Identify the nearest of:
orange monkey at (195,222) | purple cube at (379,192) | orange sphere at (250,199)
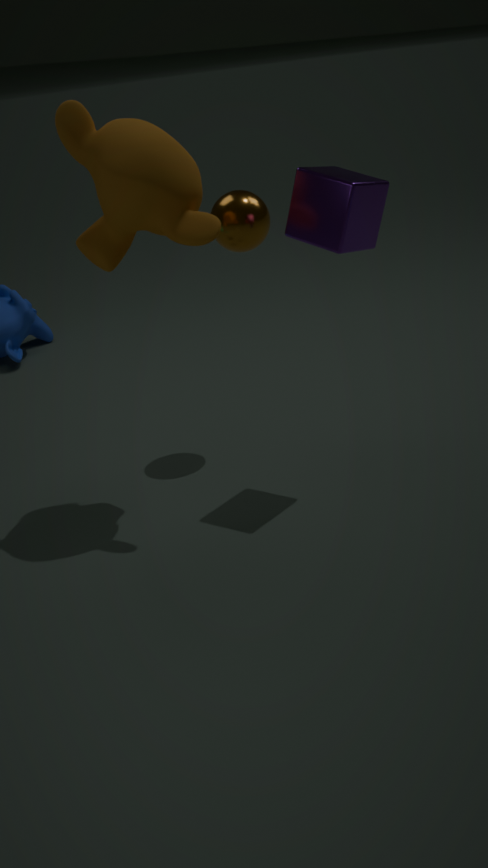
orange monkey at (195,222)
